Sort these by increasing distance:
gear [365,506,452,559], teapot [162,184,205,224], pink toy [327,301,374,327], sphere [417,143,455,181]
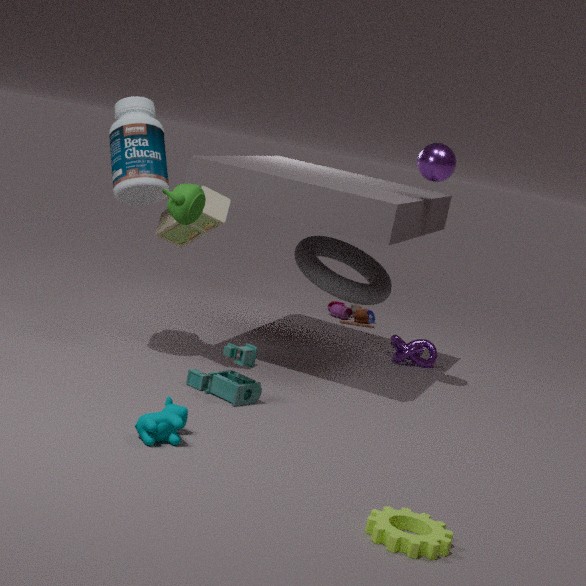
gear [365,506,452,559], teapot [162,184,205,224], sphere [417,143,455,181], pink toy [327,301,374,327]
